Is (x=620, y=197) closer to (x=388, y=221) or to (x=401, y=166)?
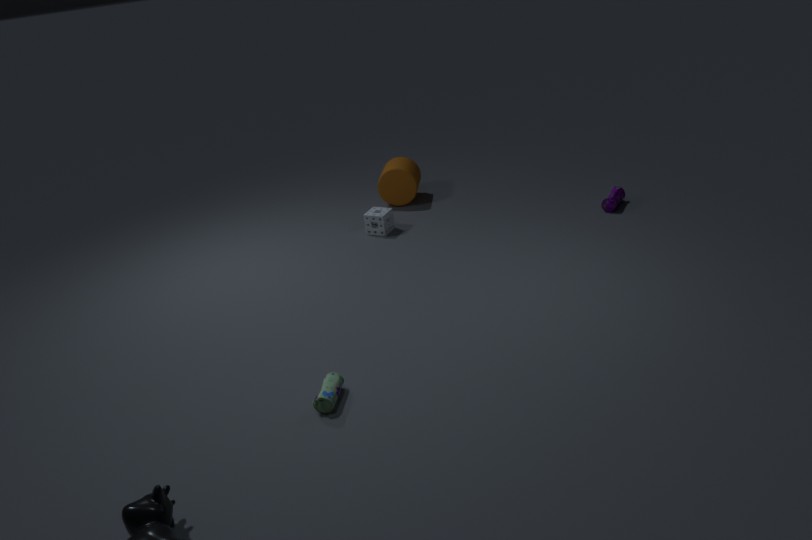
(x=401, y=166)
